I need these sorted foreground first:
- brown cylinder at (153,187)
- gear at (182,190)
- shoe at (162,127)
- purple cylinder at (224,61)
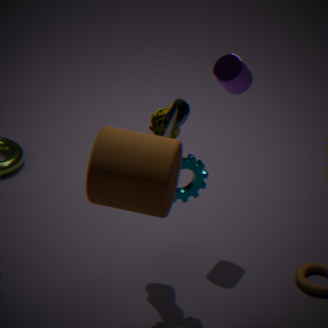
brown cylinder at (153,187) → gear at (182,190) → shoe at (162,127) → purple cylinder at (224,61)
